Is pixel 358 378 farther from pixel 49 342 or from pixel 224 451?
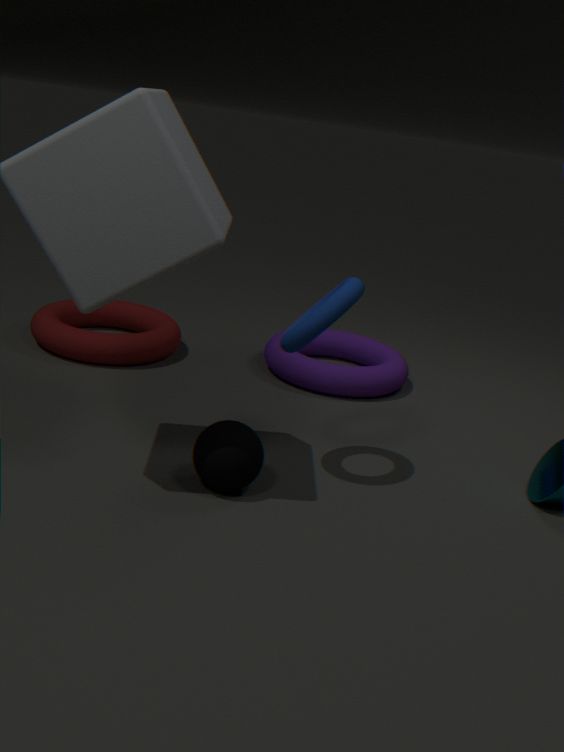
pixel 224 451
